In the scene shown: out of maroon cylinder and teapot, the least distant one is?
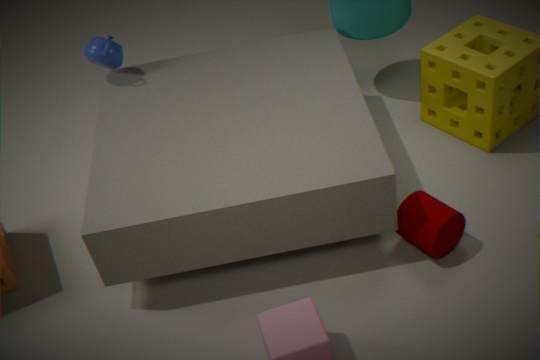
maroon cylinder
